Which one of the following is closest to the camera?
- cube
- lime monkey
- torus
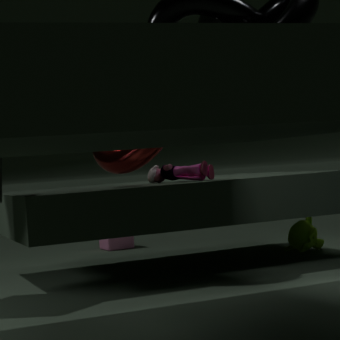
torus
